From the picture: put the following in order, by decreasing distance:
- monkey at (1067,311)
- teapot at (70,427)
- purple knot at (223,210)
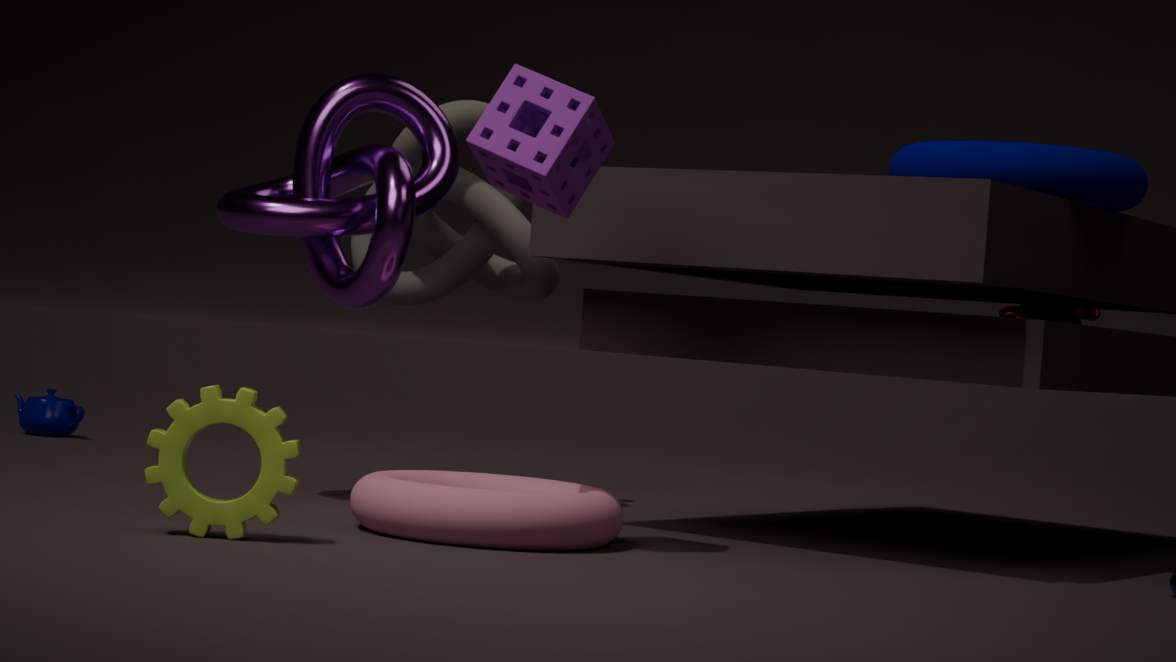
teapot at (70,427) < monkey at (1067,311) < purple knot at (223,210)
